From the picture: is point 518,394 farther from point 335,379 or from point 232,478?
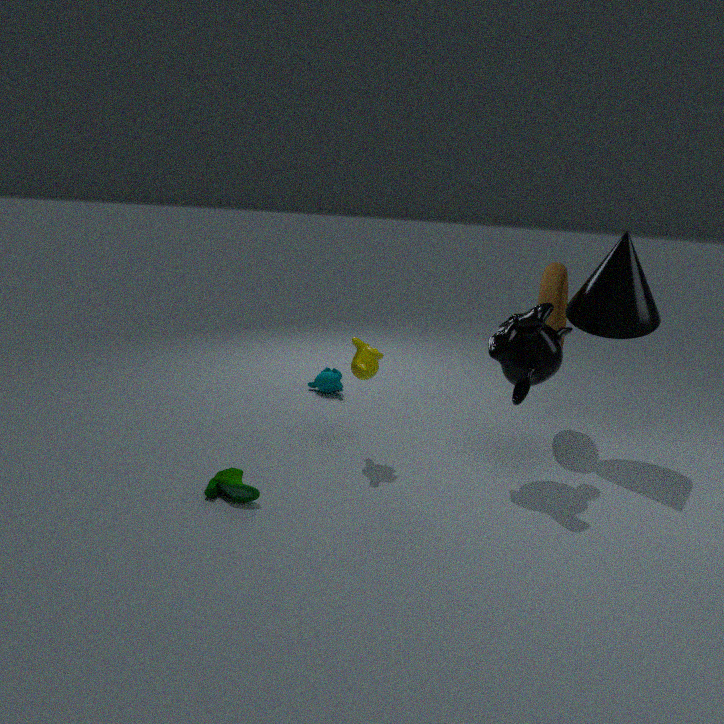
point 335,379
